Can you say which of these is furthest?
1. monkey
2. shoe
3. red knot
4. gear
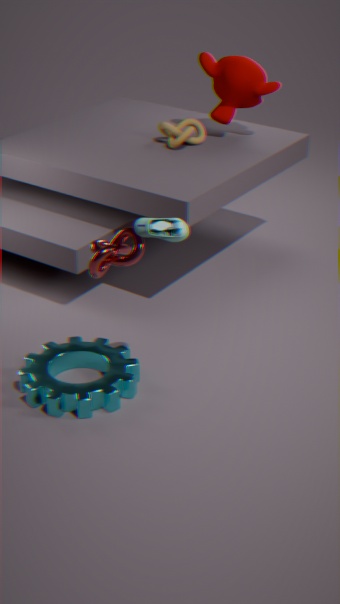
monkey
